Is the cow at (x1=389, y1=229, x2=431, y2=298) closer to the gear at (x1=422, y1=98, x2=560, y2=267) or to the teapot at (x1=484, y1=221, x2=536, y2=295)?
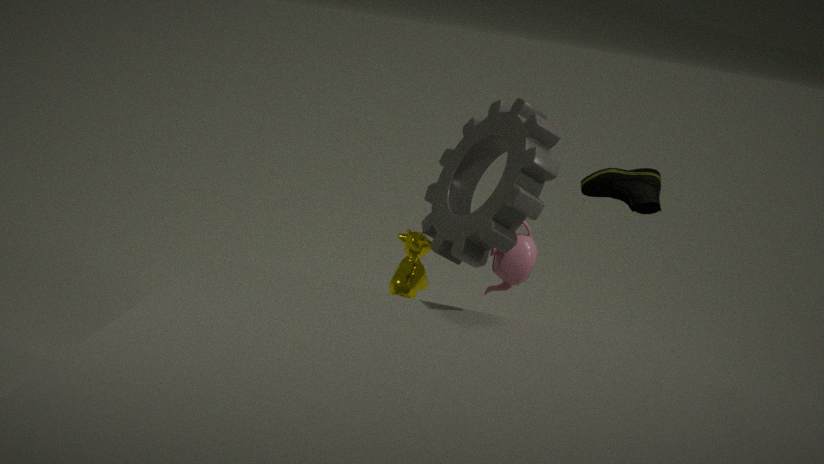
the gear at (x1=422, y1=98, x2=560, y2=267)
